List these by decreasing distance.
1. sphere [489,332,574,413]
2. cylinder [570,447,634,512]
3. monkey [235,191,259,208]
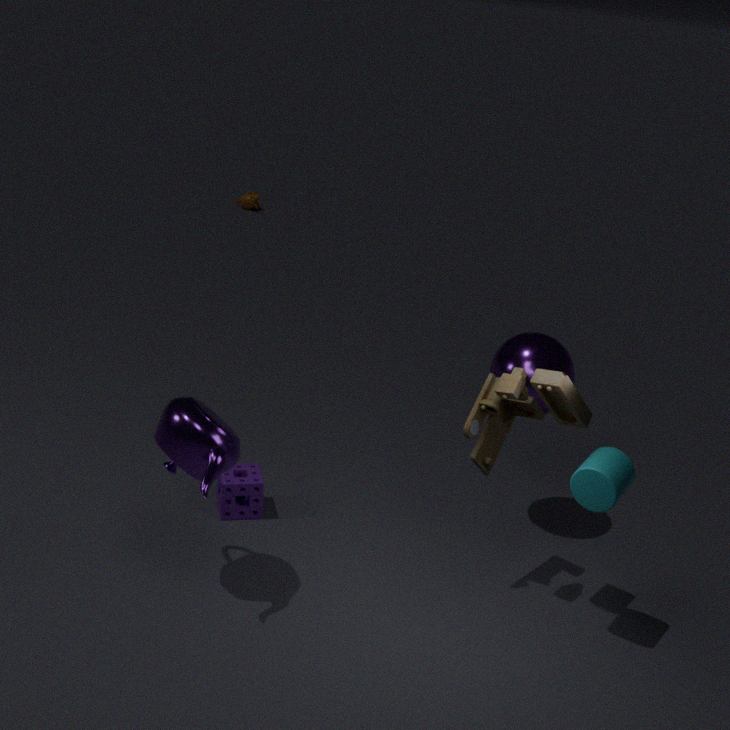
monkey [235,191,259,208], sphere [489,332,574,413], cylinder [570,447,634,512]
